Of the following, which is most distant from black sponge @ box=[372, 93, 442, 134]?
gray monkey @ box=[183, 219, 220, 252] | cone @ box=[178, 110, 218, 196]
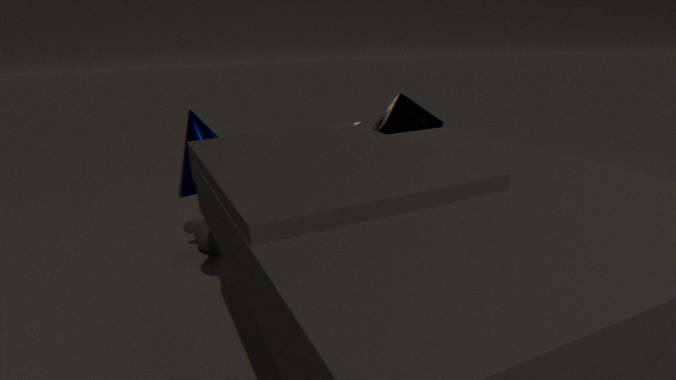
gray monkey @ box=[183, 219, 220, 252]
